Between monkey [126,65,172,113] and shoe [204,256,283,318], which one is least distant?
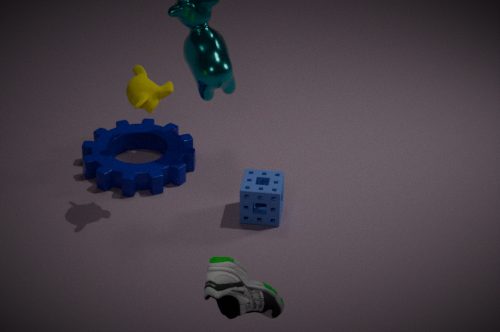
shoe [204,256,283,318]
